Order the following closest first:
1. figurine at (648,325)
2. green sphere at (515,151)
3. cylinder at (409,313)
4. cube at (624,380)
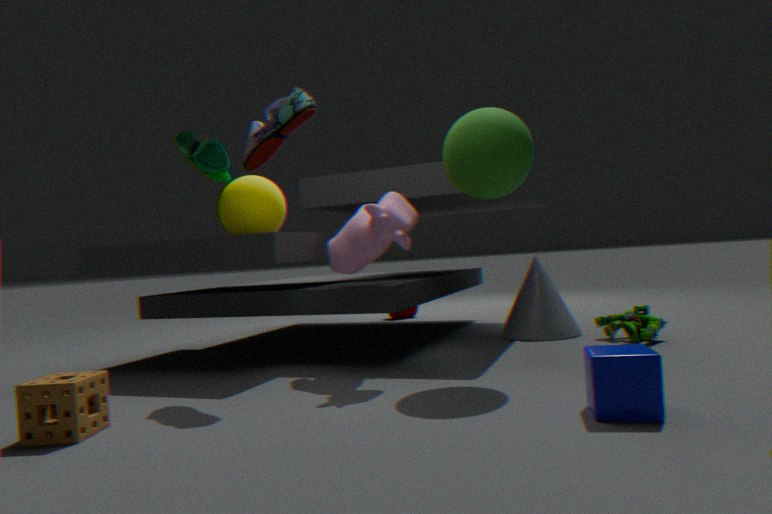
cube at (624,380) < green sphere at (515,151) < figurine at (648,325) < cylinder at (409,313)
